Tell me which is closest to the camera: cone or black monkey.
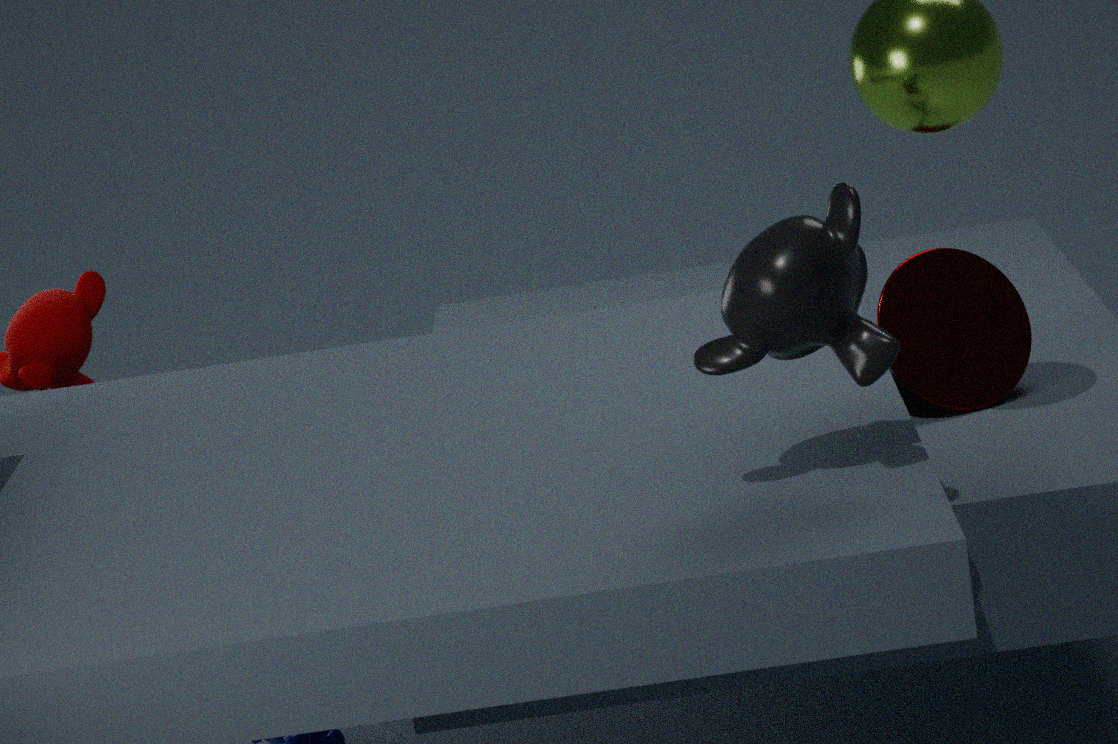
black monkey
